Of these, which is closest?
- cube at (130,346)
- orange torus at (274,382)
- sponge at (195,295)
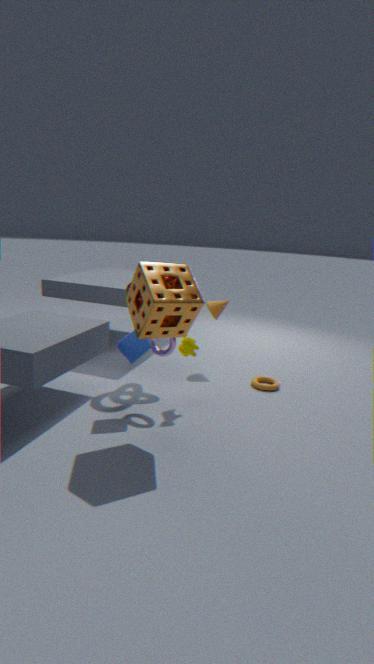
sponge at (195,295)
